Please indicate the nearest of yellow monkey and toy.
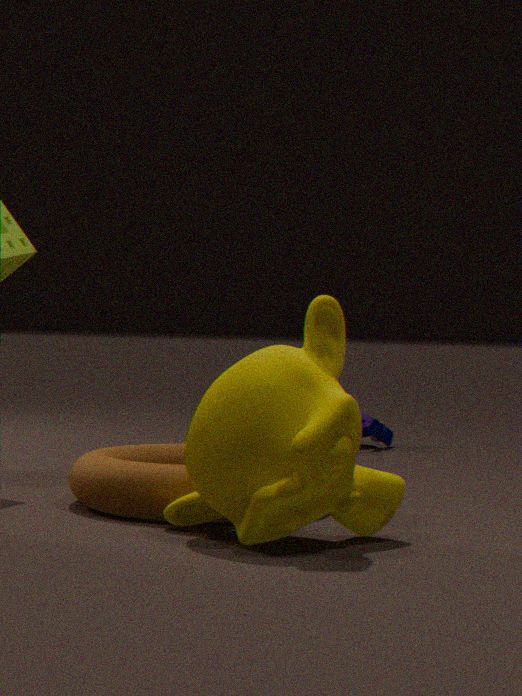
yellow monkey
